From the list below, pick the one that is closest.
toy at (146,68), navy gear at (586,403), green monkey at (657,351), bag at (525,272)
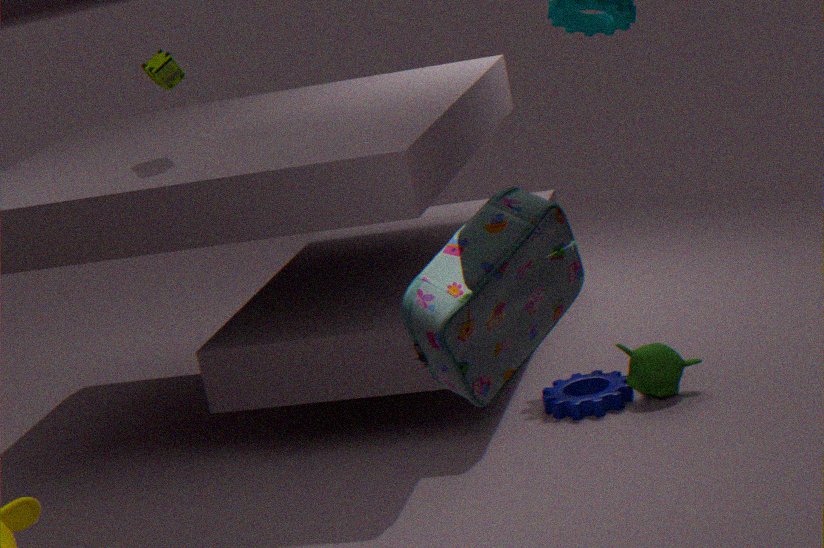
bag at (525,272)
